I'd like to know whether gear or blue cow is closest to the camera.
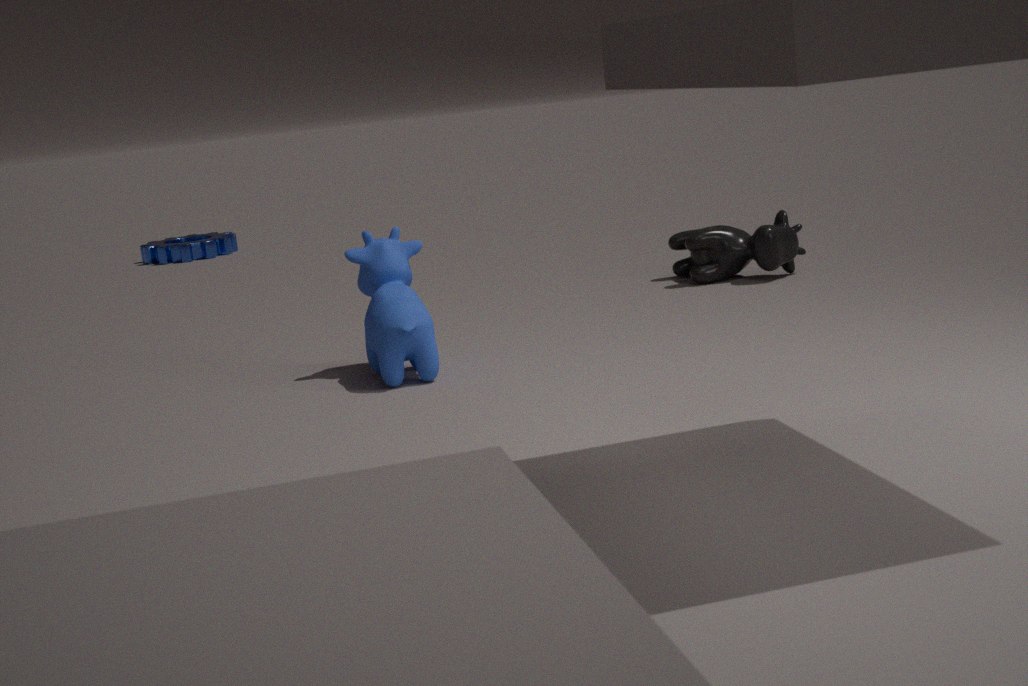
blue cow
